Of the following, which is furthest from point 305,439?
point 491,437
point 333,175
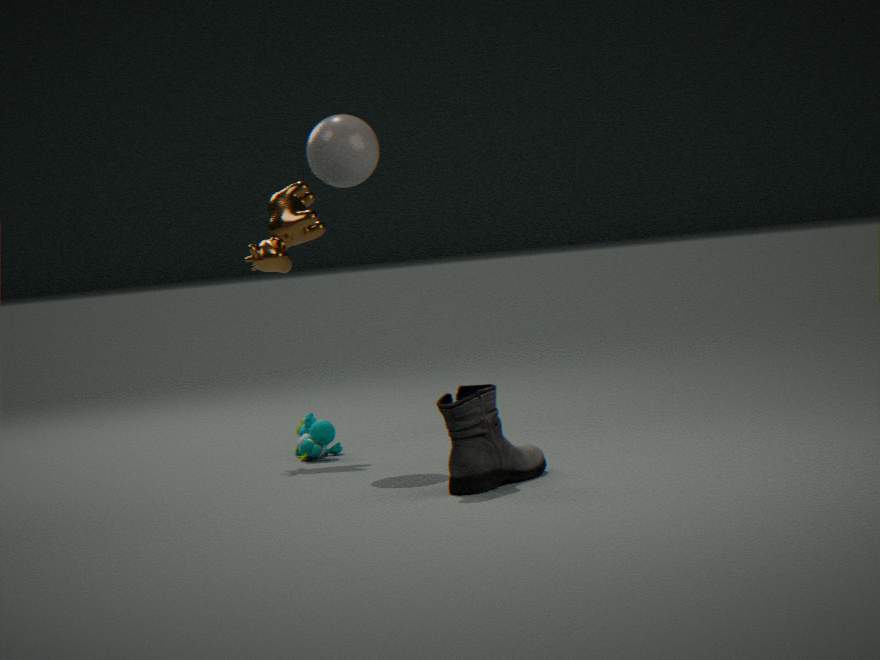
point 491,437
